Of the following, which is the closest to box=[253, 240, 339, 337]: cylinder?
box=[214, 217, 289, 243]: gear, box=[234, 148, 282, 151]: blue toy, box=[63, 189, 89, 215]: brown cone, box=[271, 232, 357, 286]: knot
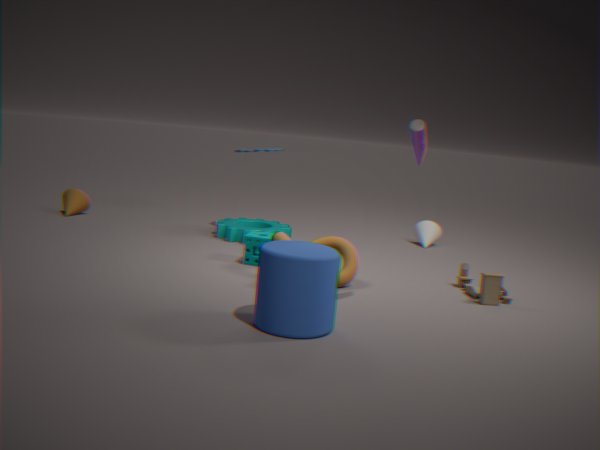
box=[271, 232, 357, 286]: knot
